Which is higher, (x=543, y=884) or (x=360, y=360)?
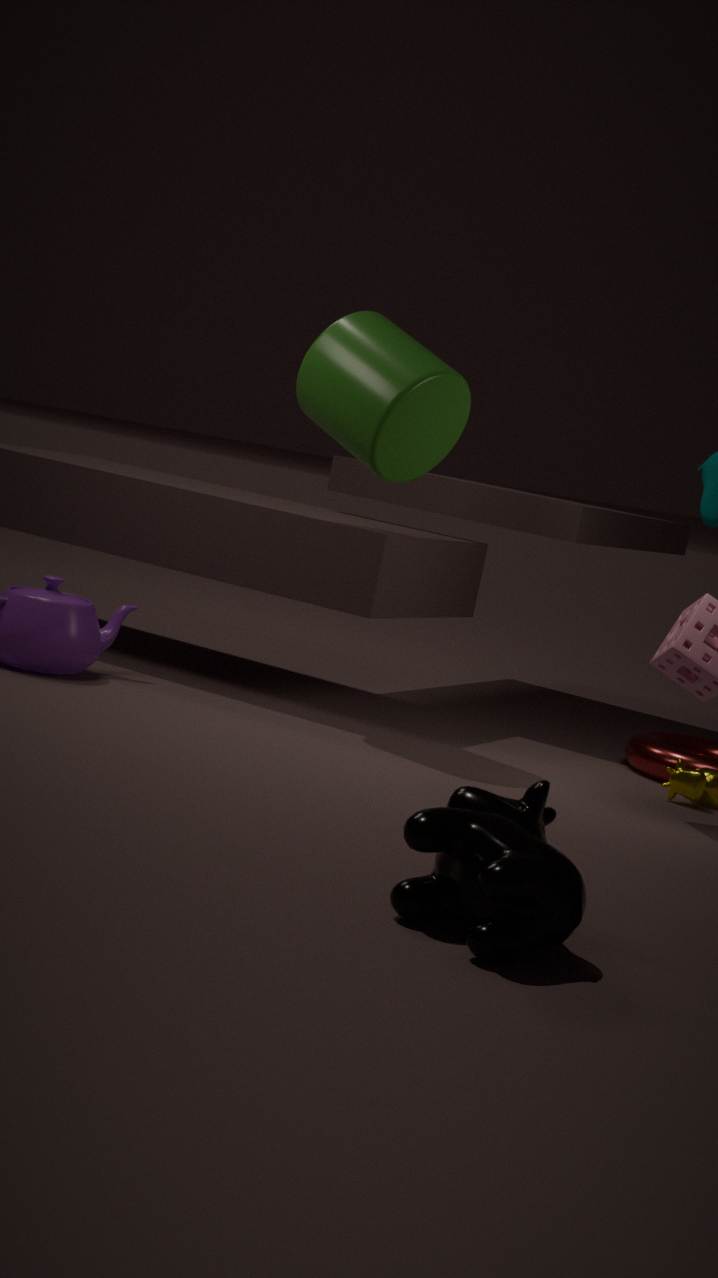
(x=360, y=360)
